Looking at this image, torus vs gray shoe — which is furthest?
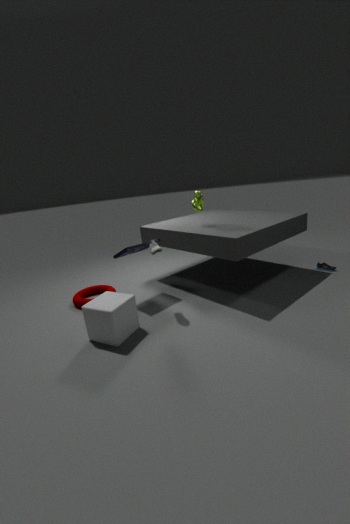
torus
